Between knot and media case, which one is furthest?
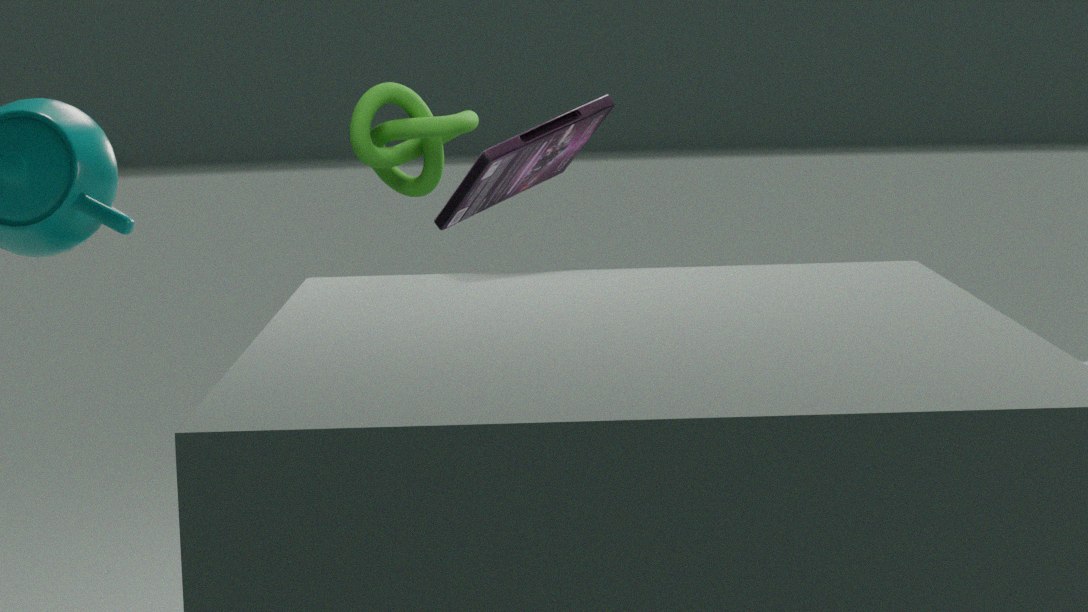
knot
